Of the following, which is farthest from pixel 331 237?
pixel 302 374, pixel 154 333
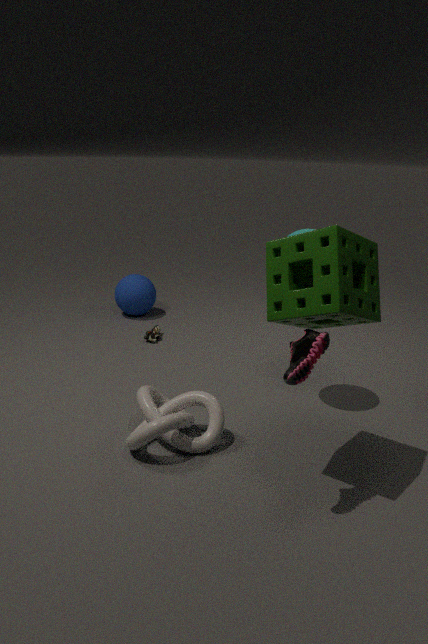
pixel 154 333
